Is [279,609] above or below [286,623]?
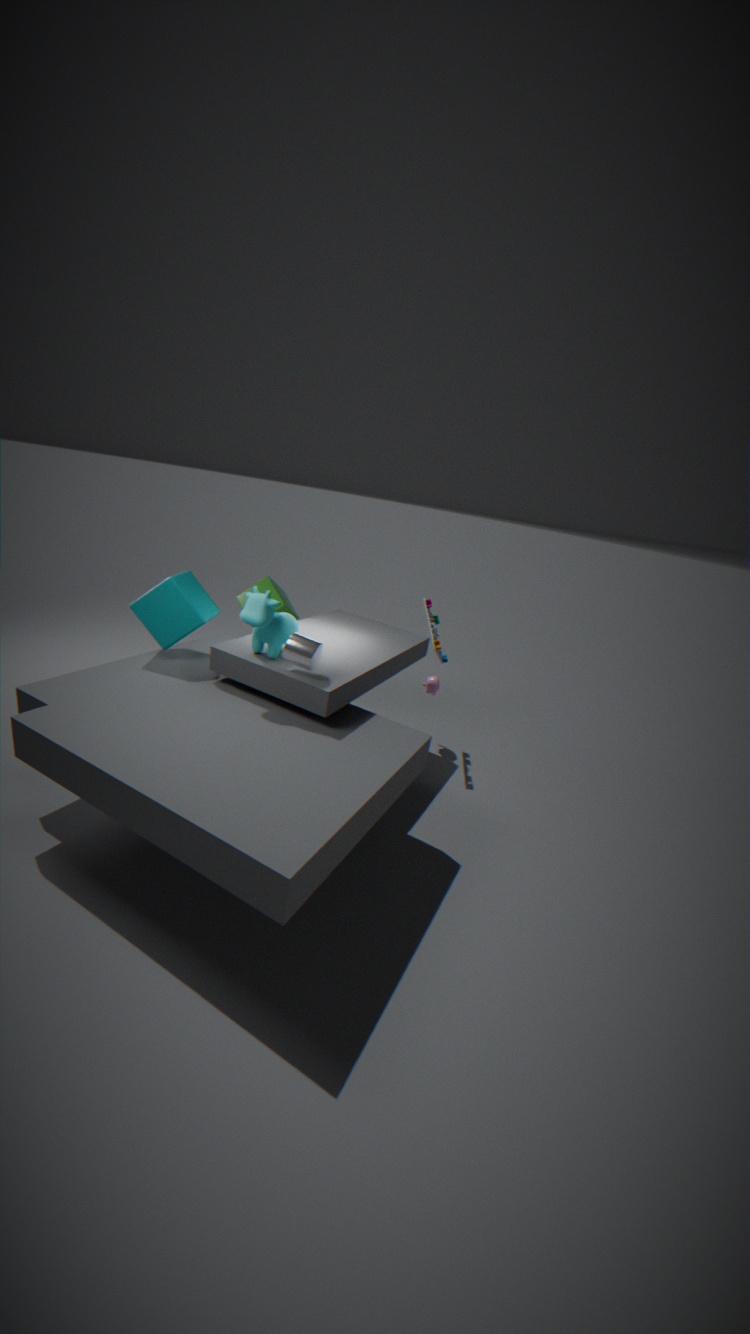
below
